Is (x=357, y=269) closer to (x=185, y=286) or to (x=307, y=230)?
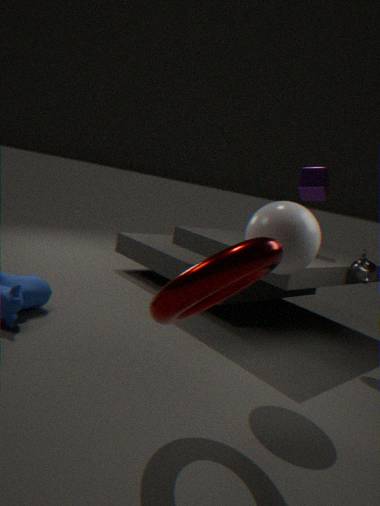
(x=307, y=230)
